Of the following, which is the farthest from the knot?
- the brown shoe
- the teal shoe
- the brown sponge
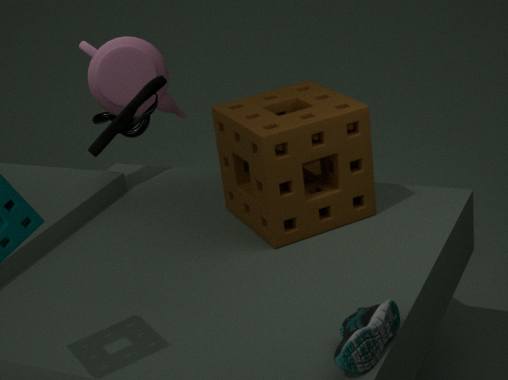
the teal shoe
